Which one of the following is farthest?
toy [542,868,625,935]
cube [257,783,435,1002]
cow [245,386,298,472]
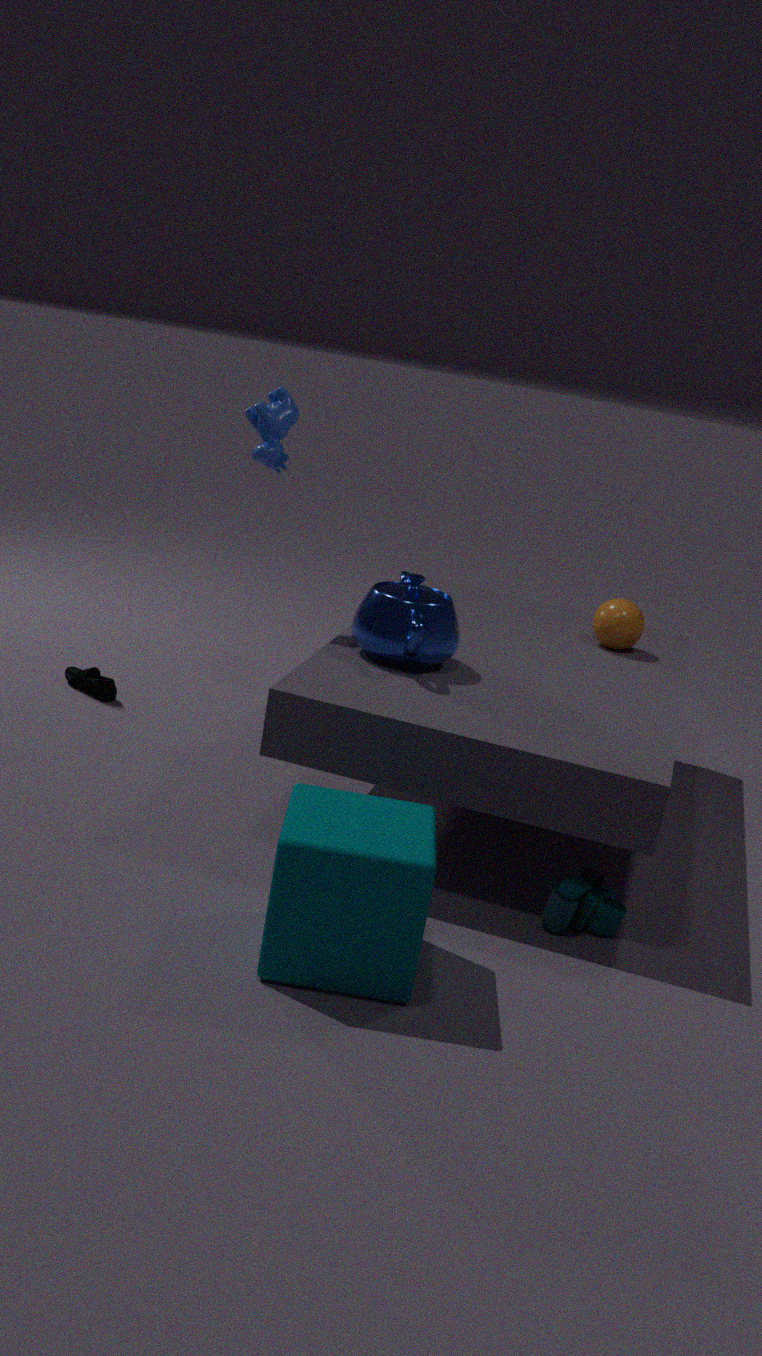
cow [245,386,298,472]
